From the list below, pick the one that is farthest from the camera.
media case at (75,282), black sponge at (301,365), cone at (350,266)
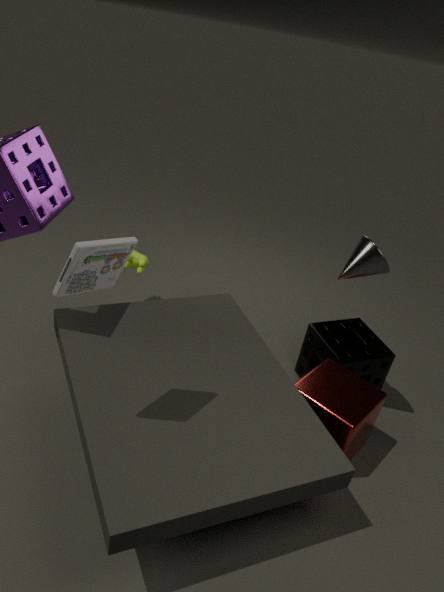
black sponge at (301,365)
